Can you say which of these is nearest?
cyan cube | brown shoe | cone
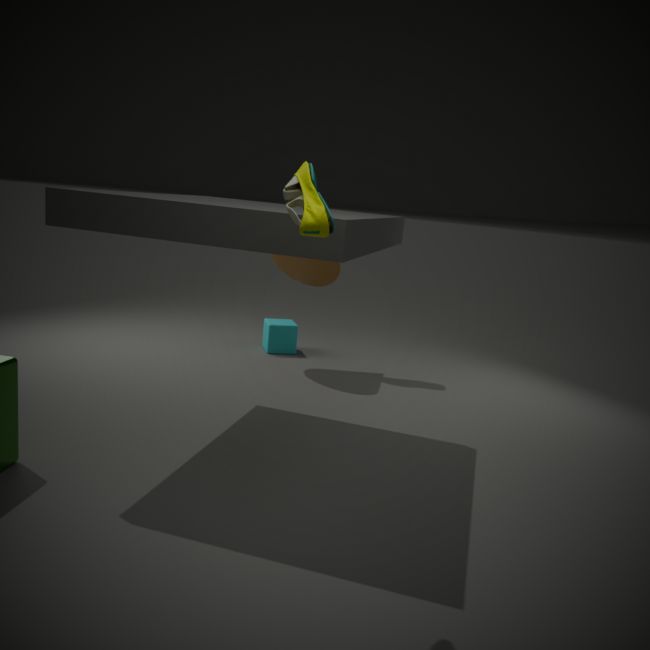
brown shoe
